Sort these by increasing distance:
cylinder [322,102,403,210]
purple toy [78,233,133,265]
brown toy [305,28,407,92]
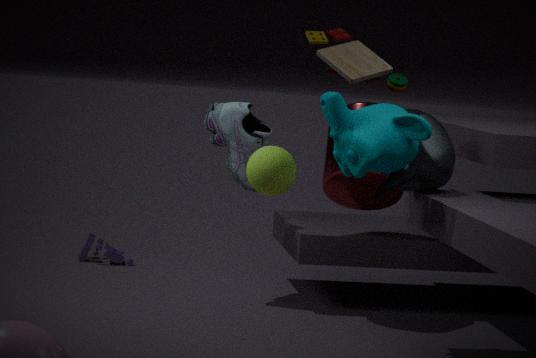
brown toy [305,28,407,92], cylinder [322,102,403,210], purple toy [78,233,133,265]
